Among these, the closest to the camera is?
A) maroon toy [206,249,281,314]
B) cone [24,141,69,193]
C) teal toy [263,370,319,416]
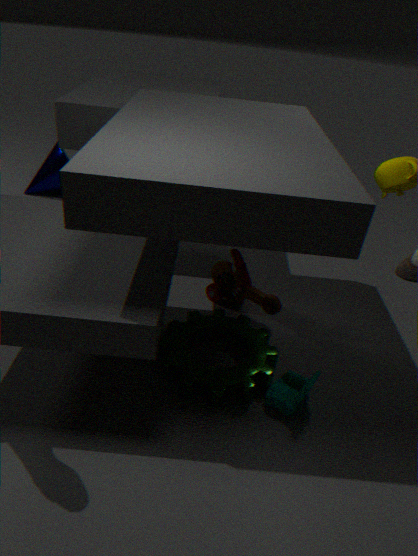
teal toy [263,370,319,416]
